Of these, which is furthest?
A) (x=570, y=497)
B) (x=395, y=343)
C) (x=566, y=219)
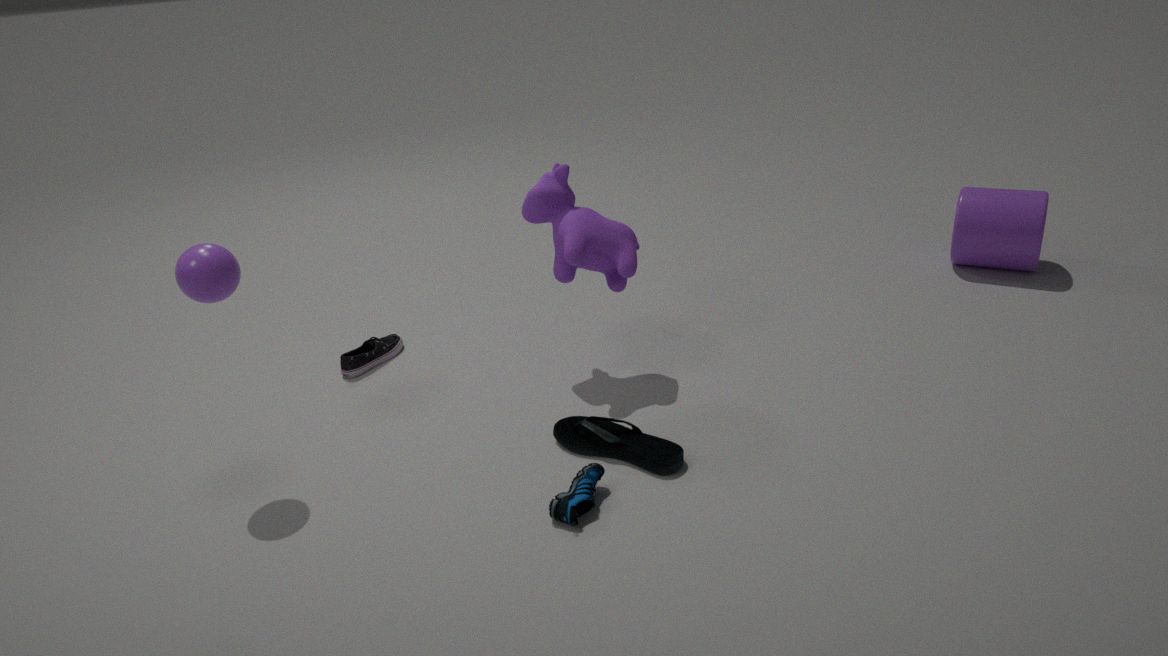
(x=395, y=343)
